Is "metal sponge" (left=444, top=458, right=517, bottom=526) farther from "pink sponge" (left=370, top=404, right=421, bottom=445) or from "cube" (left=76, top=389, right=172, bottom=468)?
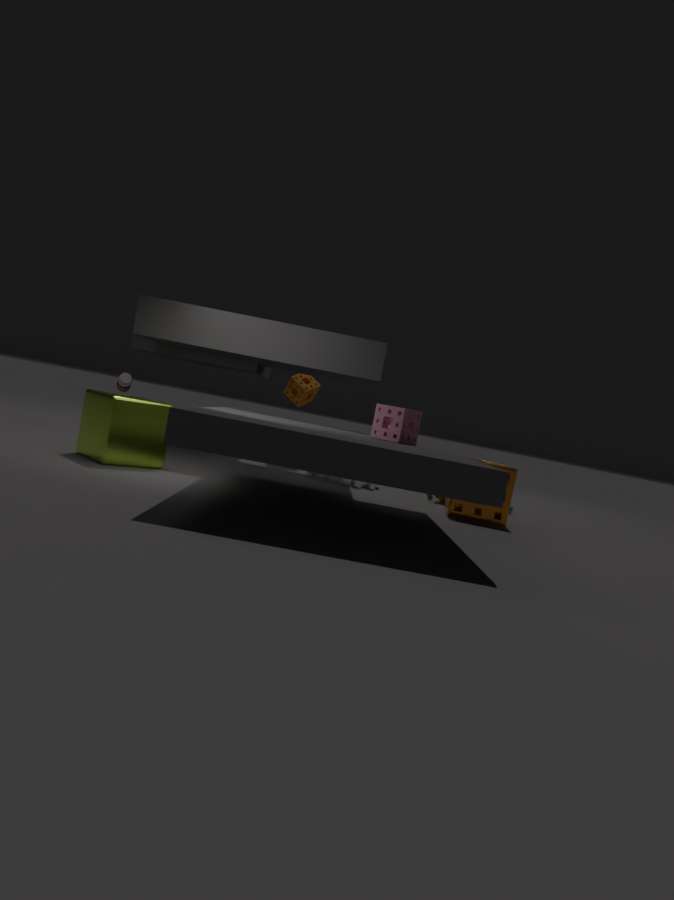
"cube" (left=76, top=389, right=172, bottom=468)
